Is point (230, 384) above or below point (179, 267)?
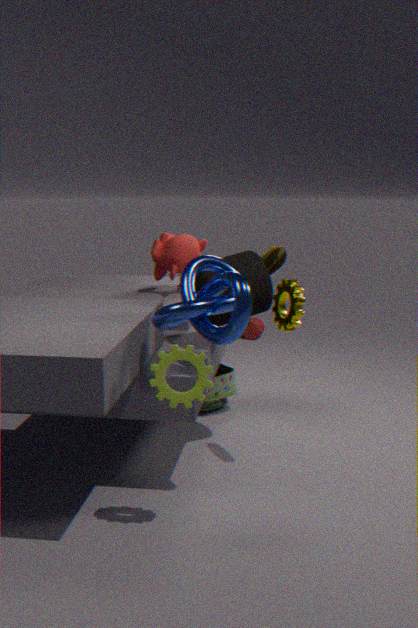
below
